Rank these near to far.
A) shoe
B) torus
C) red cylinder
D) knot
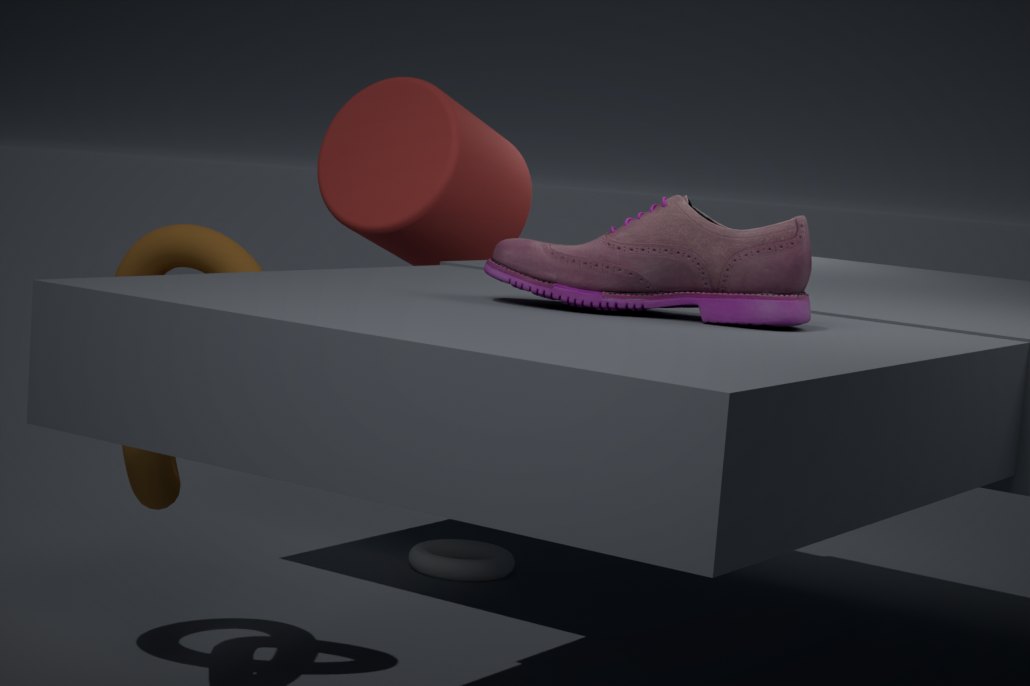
shoe
knot
red cylinder
torus
